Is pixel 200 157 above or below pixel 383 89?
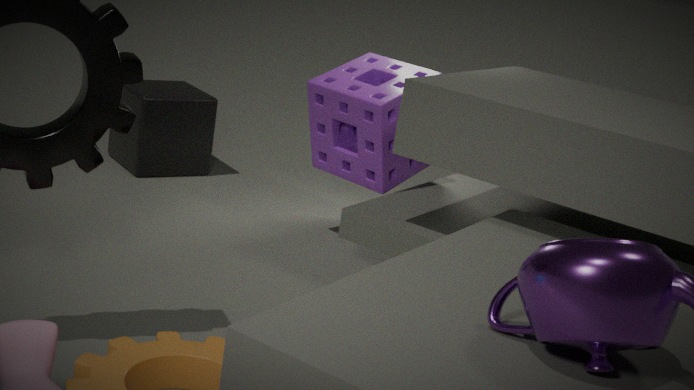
below
